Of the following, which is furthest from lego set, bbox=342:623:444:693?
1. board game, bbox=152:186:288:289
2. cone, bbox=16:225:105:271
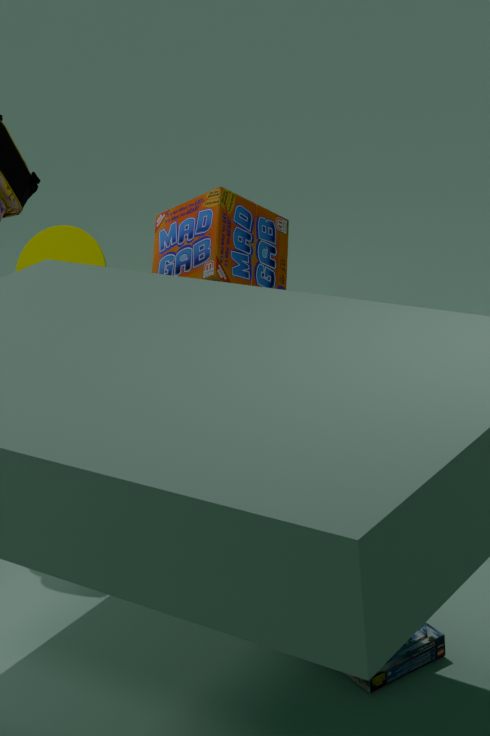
cone, bbox=16:225:105:271
